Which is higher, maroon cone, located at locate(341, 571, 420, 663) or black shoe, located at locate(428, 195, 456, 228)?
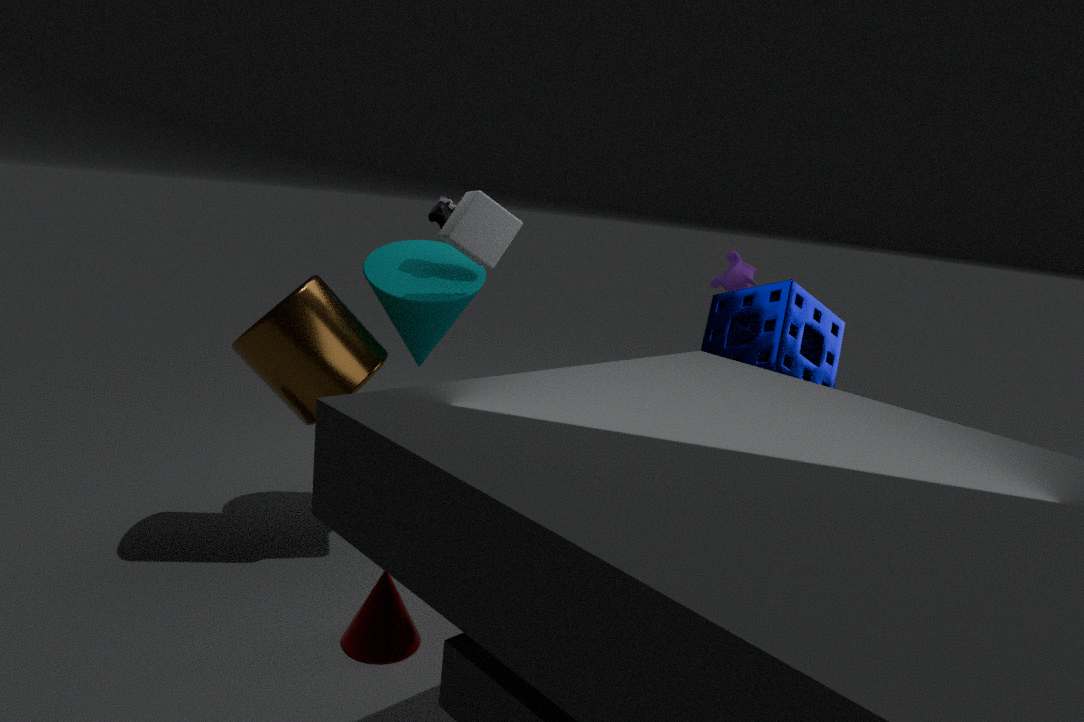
black shoe, located at locate(428, 195, 456, 228)
